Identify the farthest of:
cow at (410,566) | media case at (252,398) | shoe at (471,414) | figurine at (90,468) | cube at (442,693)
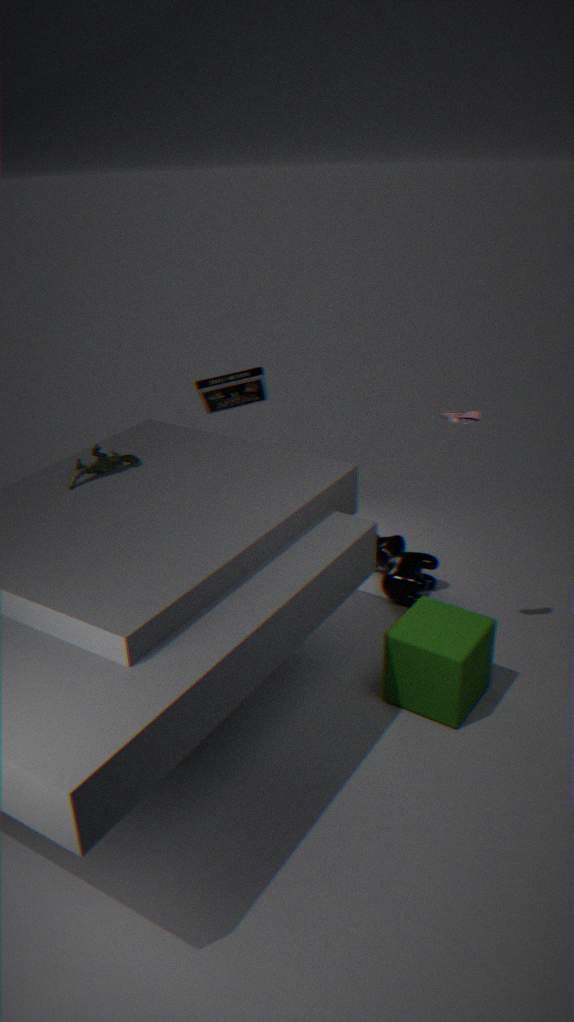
cow at (410,566)
